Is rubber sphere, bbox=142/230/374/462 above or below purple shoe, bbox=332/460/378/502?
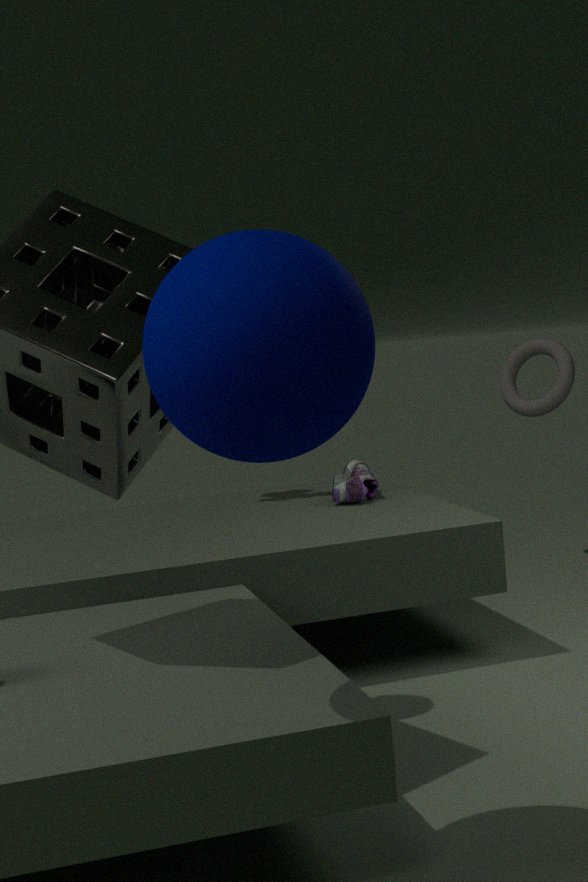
above
